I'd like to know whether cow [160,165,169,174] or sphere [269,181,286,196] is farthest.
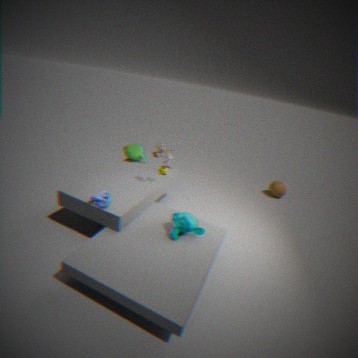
sphere [269,181,286,196]
